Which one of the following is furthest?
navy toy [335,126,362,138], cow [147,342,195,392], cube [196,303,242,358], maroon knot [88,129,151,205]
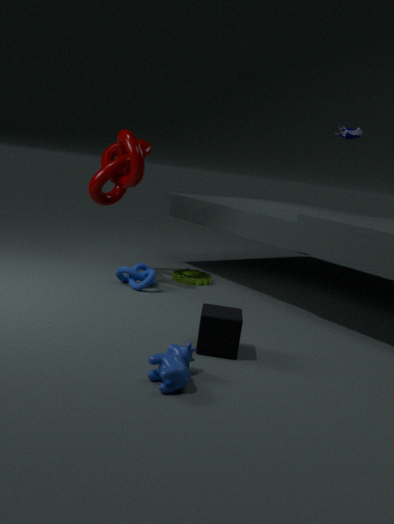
navy toy [335,126,362,138]
